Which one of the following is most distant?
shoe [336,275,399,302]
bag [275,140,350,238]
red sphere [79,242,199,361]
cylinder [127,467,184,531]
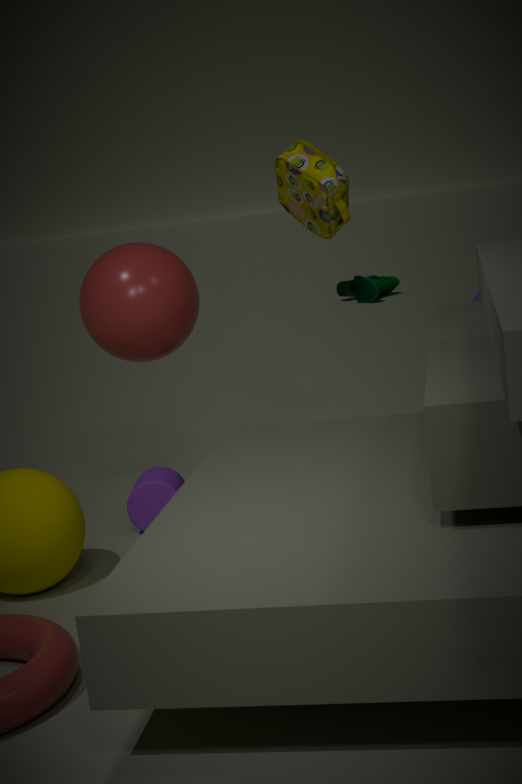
shoe [336,275,399,302]
